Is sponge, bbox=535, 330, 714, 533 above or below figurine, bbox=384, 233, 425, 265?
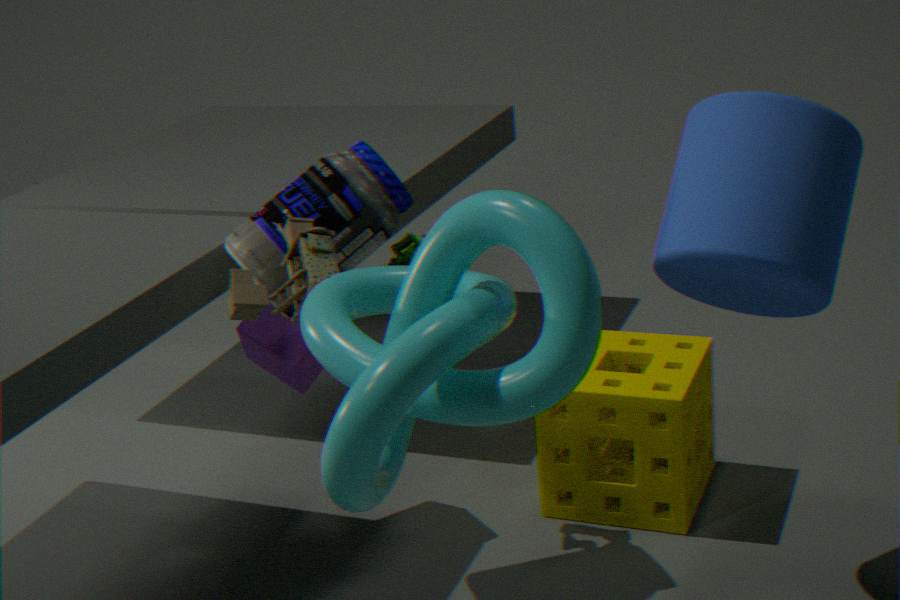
below
